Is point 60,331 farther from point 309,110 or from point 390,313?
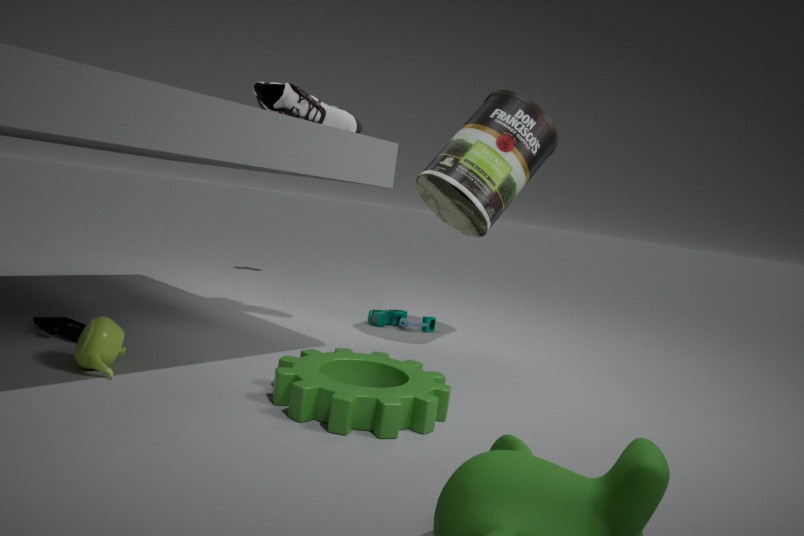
point 390,313
